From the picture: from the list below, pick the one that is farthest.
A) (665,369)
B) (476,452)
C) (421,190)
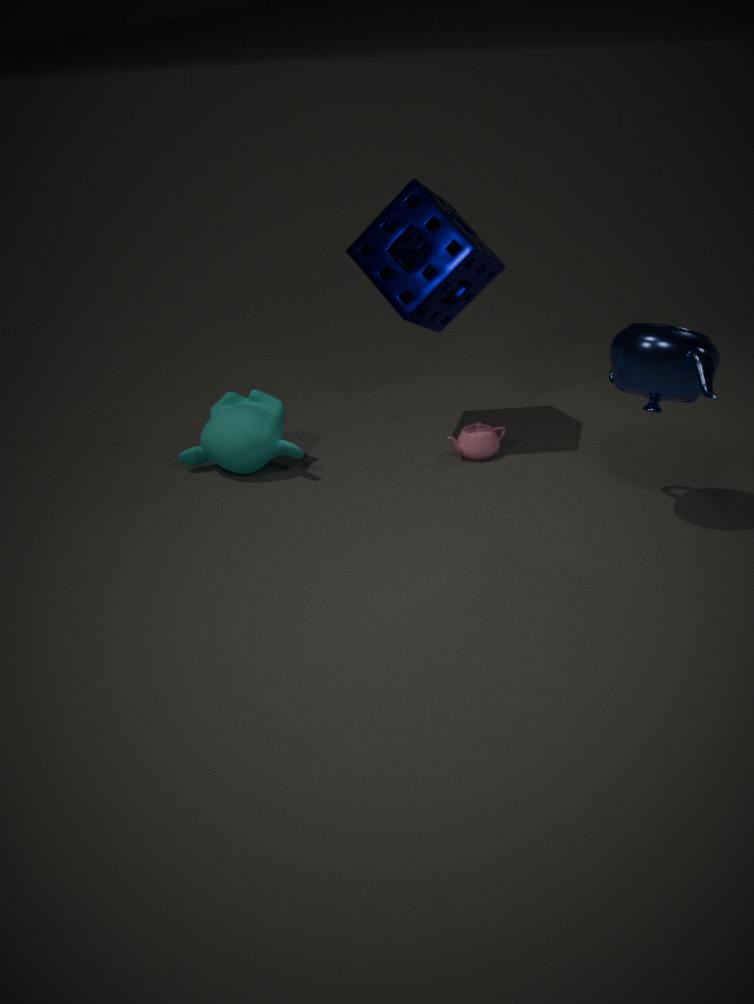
(476,452)
